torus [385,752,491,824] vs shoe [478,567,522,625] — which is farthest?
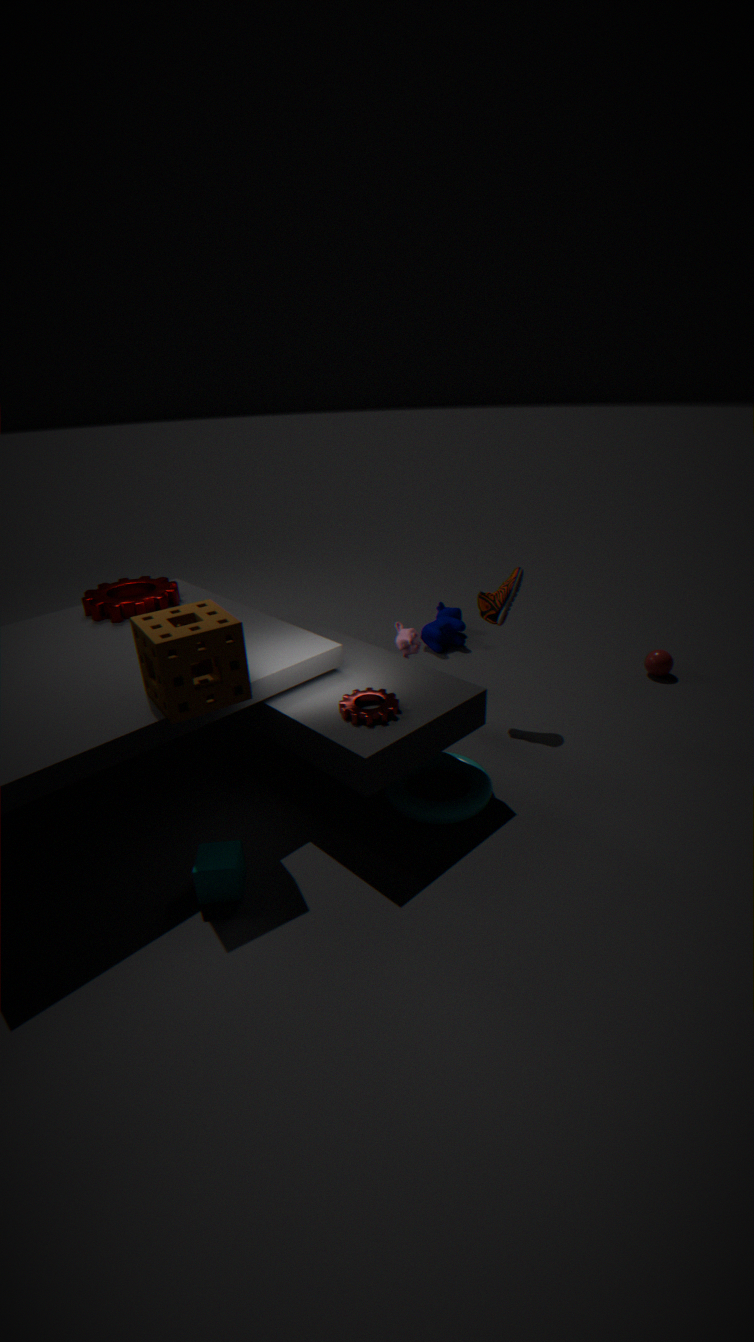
shoe [478,567,522,625]
